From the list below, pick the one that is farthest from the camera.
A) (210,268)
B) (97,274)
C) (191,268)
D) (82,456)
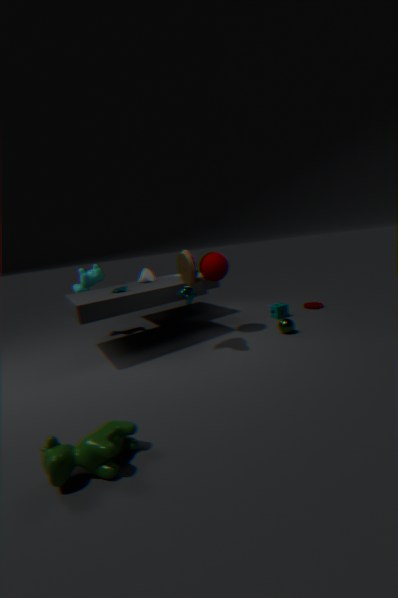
(97,274)
